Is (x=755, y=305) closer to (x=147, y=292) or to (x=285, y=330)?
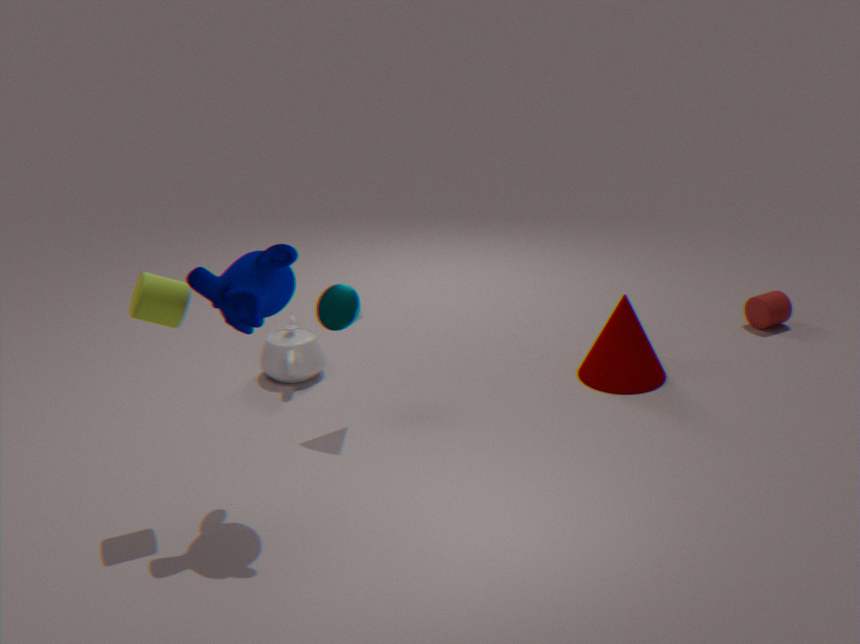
(x=285, y=330)
